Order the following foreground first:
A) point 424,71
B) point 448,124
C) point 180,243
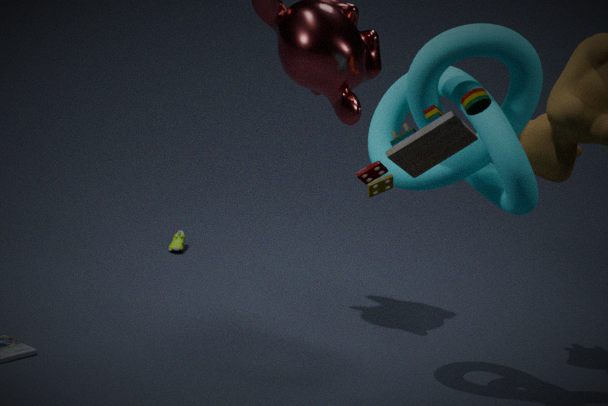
point 448,124 → point 424,71 → point 180,243
